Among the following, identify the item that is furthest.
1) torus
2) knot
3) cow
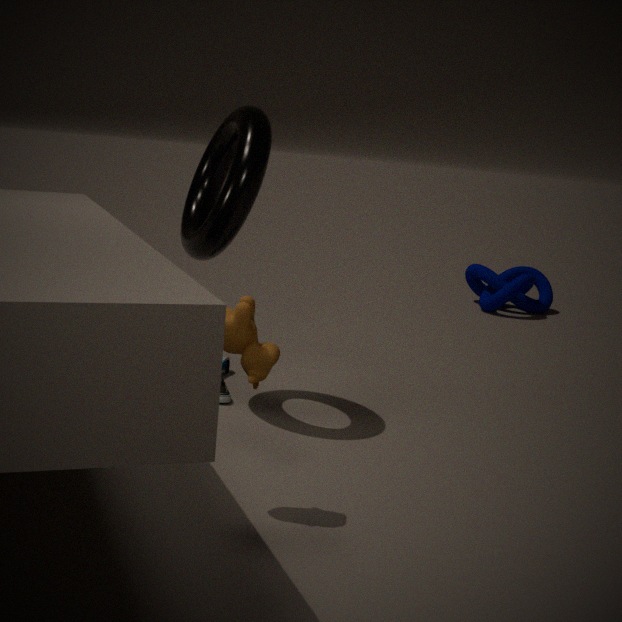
2. knot
